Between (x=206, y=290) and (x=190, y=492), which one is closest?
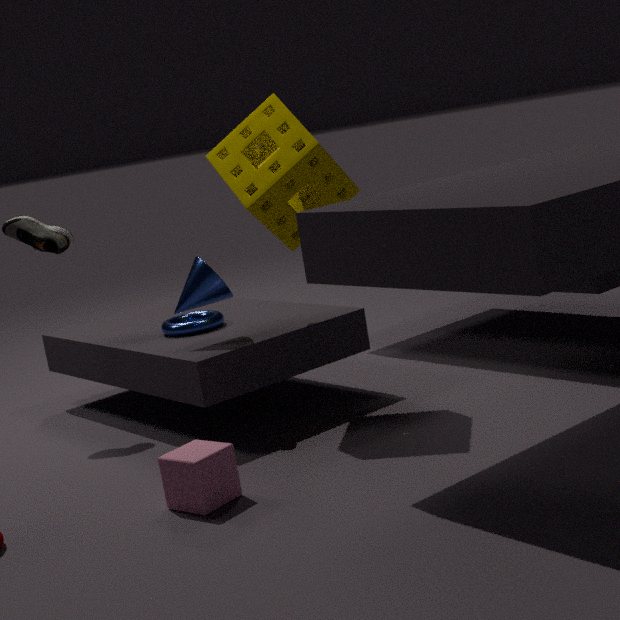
(x=190, y=492)
